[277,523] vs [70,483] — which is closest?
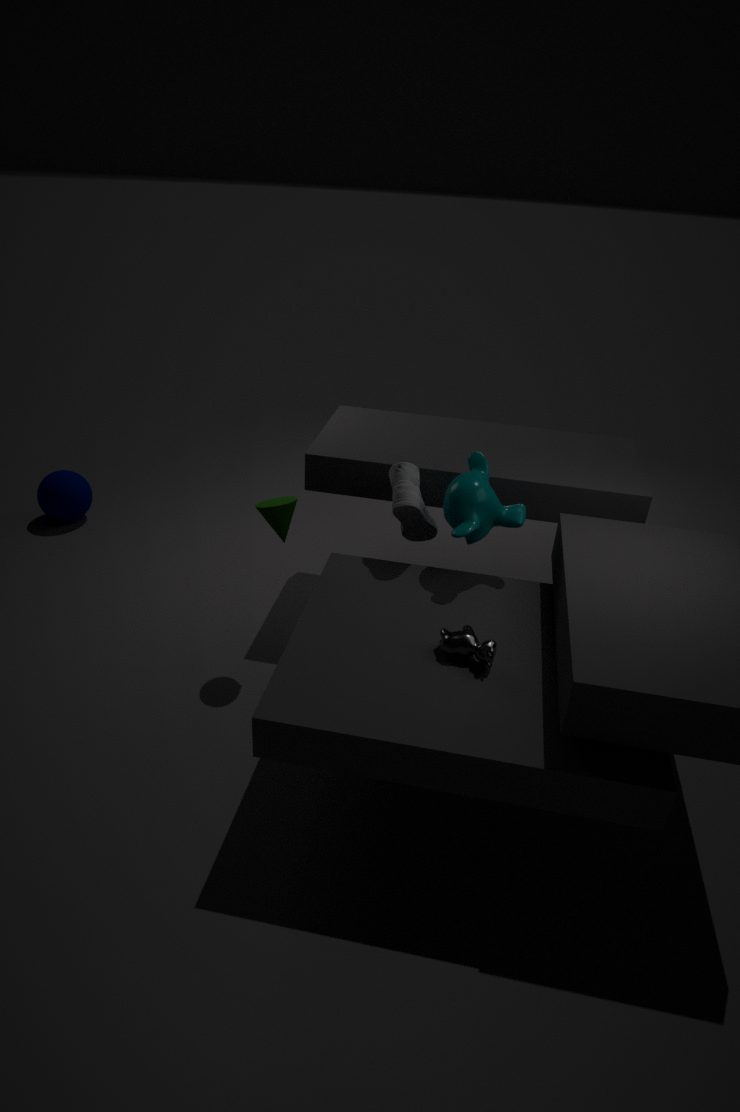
[277,523]
